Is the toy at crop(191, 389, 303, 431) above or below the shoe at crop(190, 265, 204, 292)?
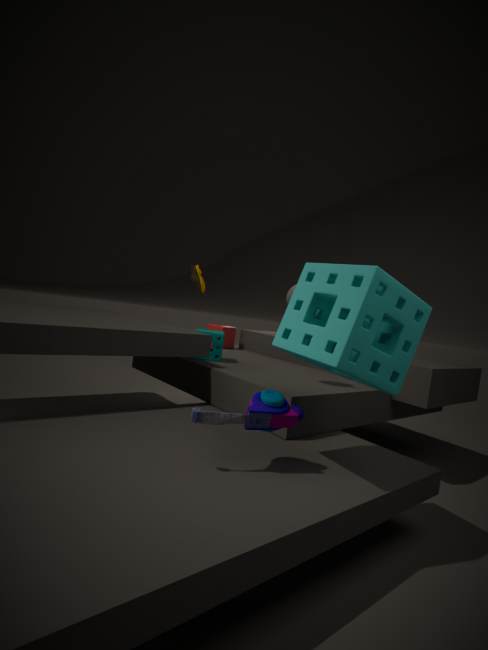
below
